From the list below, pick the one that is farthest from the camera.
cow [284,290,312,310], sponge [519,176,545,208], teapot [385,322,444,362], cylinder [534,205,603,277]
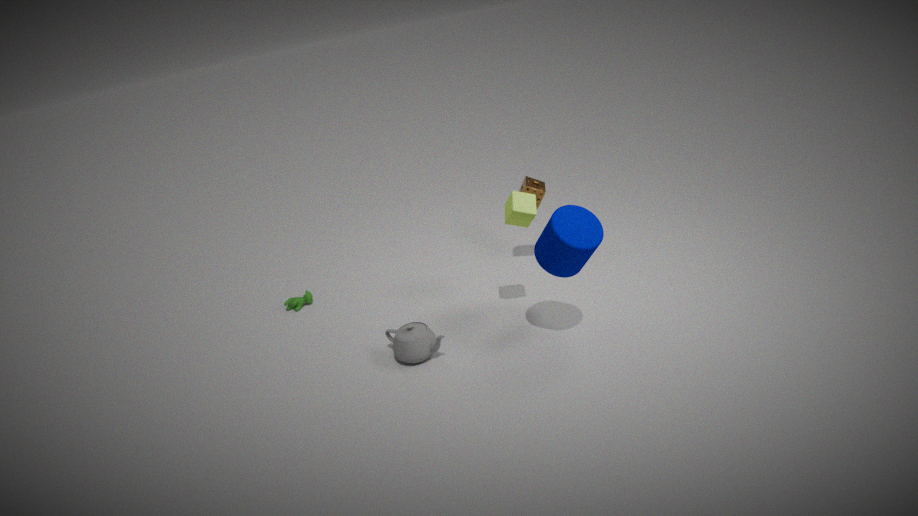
cow [284,290,312,310]
